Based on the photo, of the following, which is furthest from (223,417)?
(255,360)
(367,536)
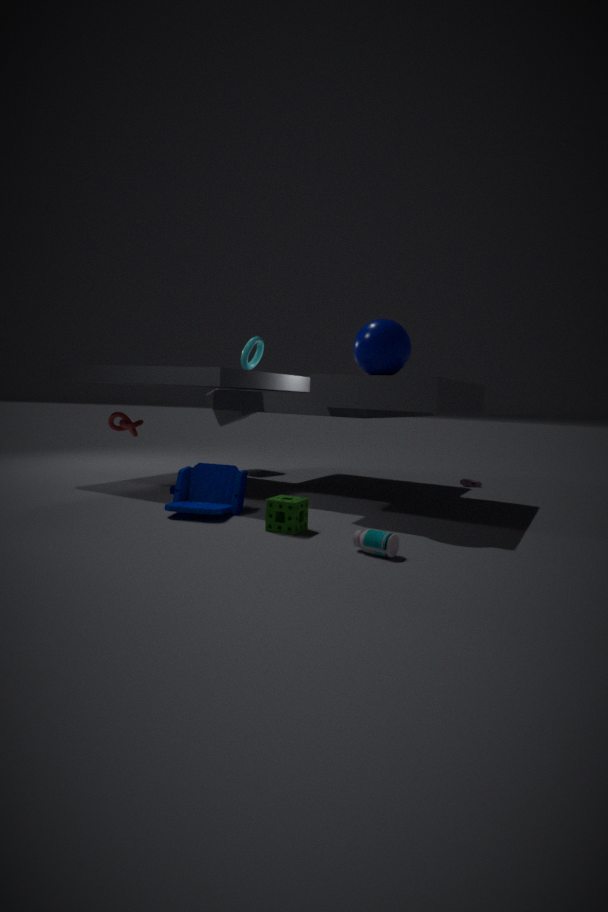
(367,536)
